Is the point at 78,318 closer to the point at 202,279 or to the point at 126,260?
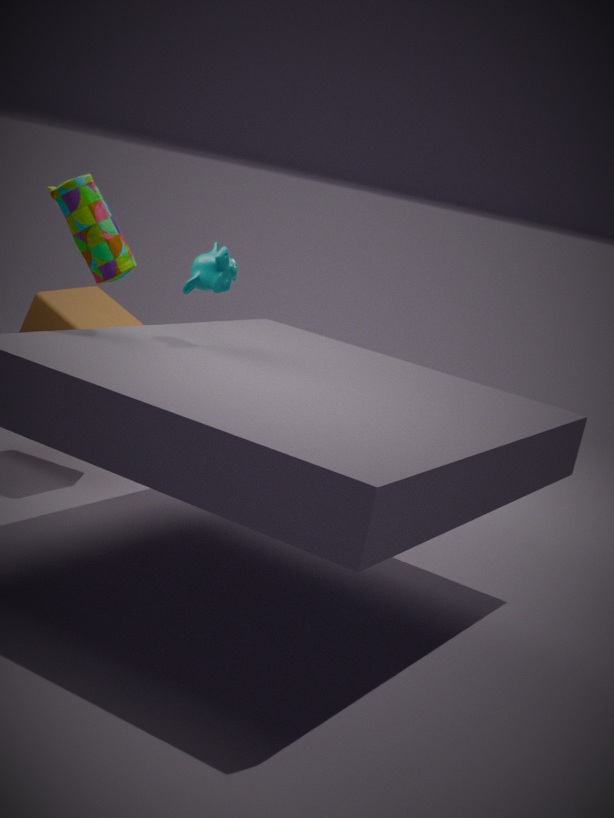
the point at 202,279
